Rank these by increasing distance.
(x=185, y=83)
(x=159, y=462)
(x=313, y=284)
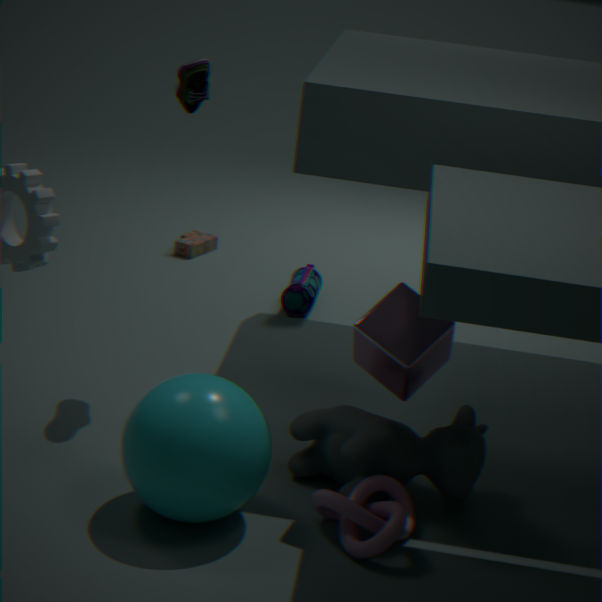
(x=159, y=462) → (x=185, y=83) → (x=313, y=284)
